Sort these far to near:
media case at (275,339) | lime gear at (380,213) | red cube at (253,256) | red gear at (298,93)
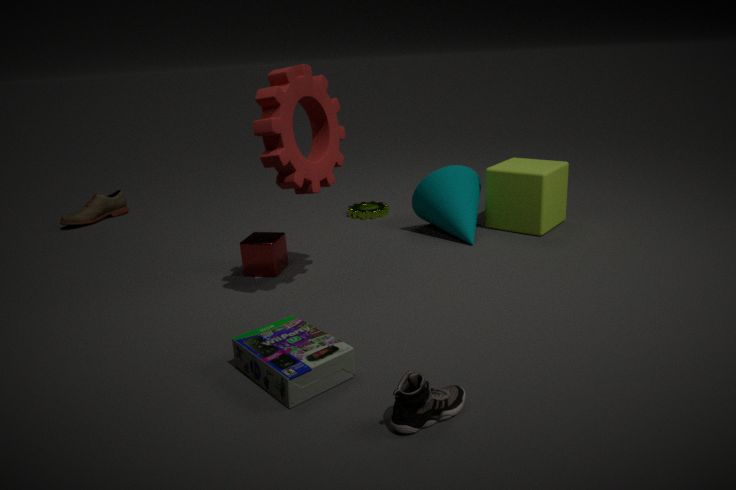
lime gear at (380,213) → red cube at (253,256) → red gear at (298,93) → media case at (275,339)
